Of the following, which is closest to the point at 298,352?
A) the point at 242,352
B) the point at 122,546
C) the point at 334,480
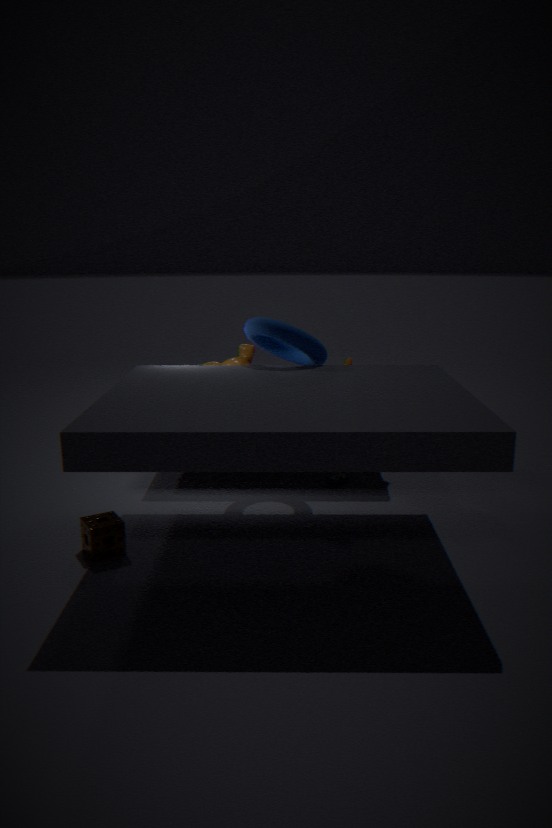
the point at 242,352
